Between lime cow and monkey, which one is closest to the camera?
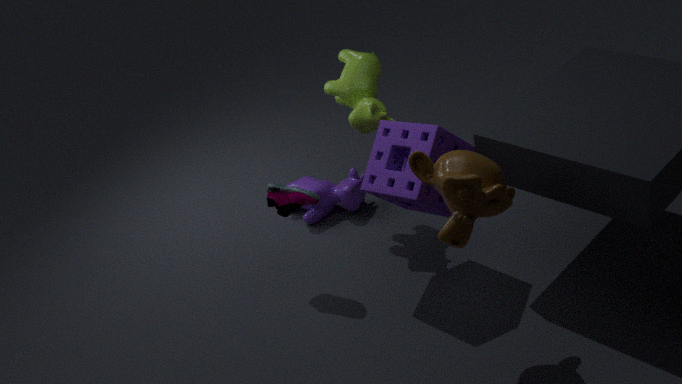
monkey
